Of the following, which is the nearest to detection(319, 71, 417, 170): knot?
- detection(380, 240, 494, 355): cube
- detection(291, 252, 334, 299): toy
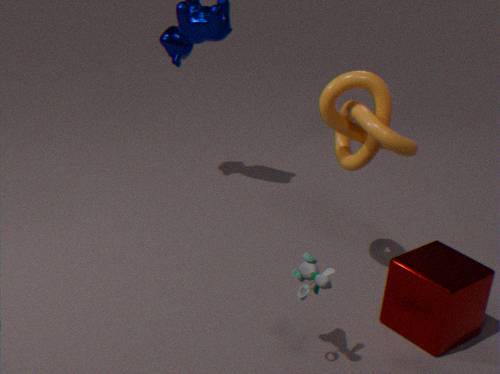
detection(380, 240, 494, 355): cube
